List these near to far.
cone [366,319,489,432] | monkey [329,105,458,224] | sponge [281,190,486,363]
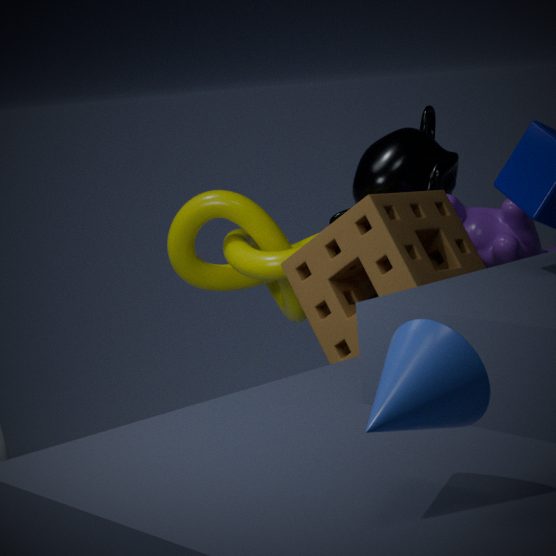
1. cone [366,319,489,432]
2. sponge [281,190,486,363]
3. monkey [329,105,458,224]
